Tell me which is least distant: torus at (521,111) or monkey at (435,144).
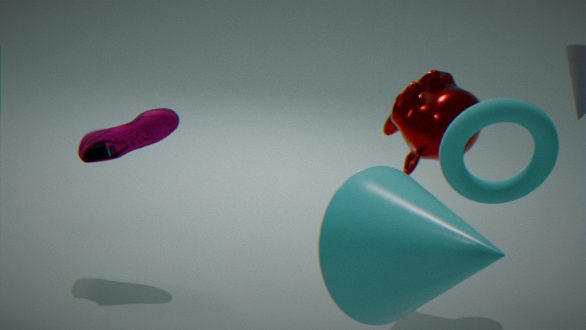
torus at (521,111)
